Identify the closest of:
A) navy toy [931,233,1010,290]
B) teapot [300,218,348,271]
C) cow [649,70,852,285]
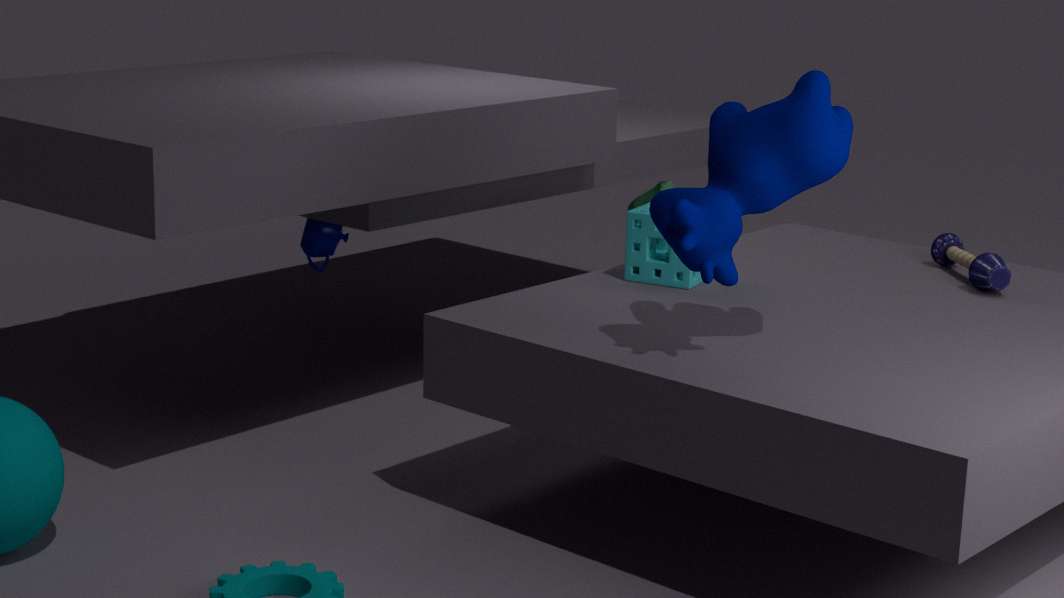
cow [649,70,852,285]
